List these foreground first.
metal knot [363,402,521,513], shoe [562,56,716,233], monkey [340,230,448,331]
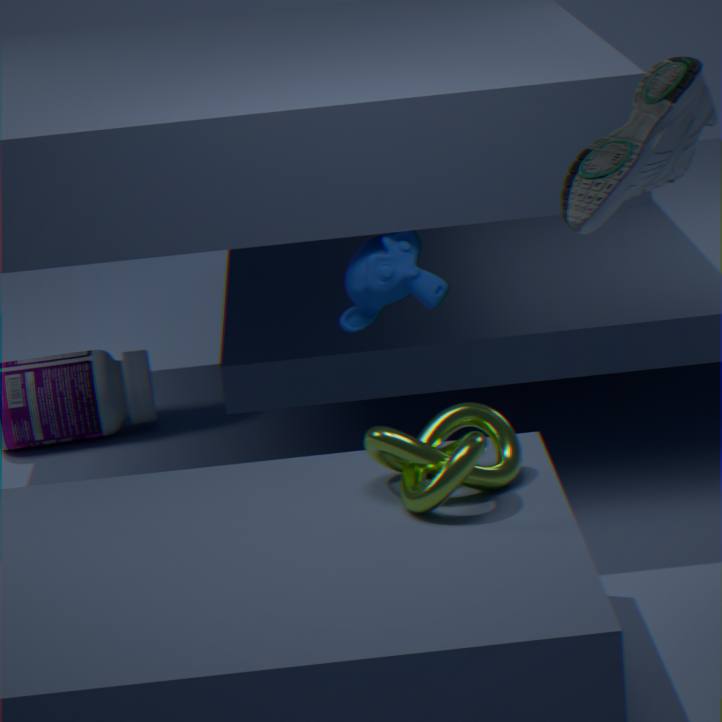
shoe [562,56,716,233] → metal knot [363,402,521,513] → monkey [340,230,448,331]
